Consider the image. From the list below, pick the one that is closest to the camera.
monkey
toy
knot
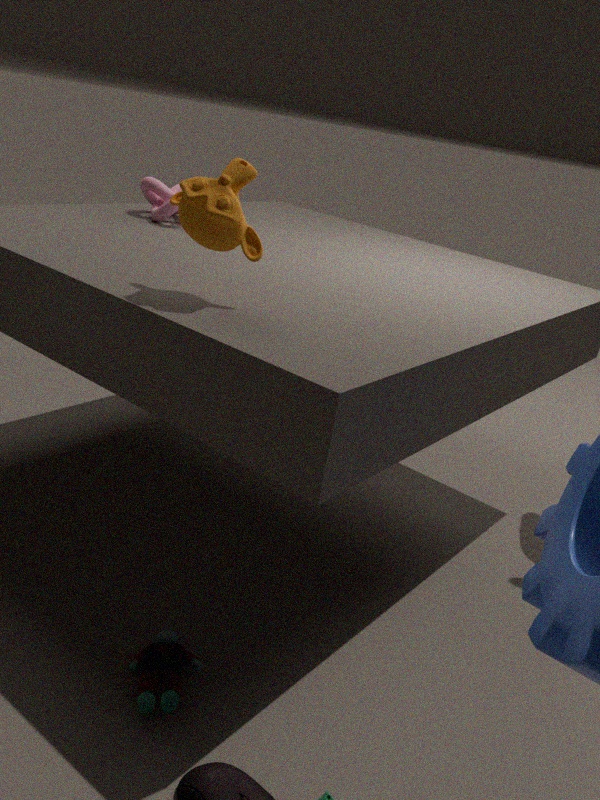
monkey
